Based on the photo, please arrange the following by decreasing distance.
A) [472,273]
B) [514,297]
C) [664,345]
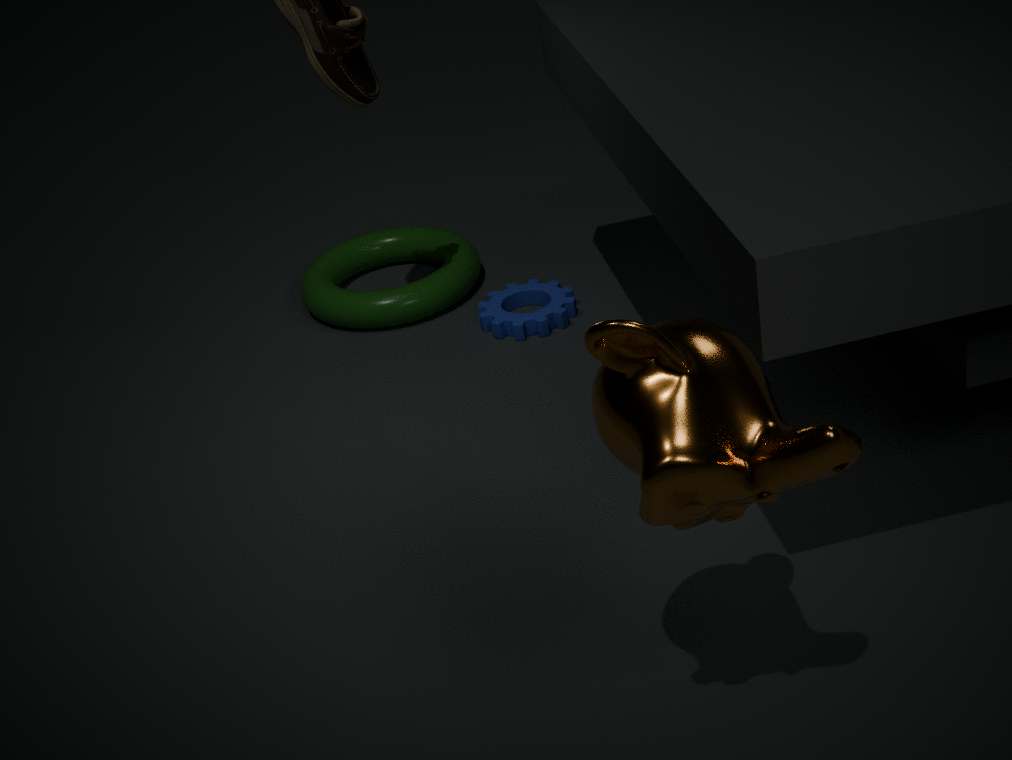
1. [472,273]
2. [514,297]
3. [664,345]
